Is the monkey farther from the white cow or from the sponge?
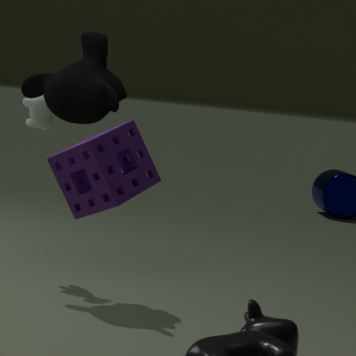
the sponge
